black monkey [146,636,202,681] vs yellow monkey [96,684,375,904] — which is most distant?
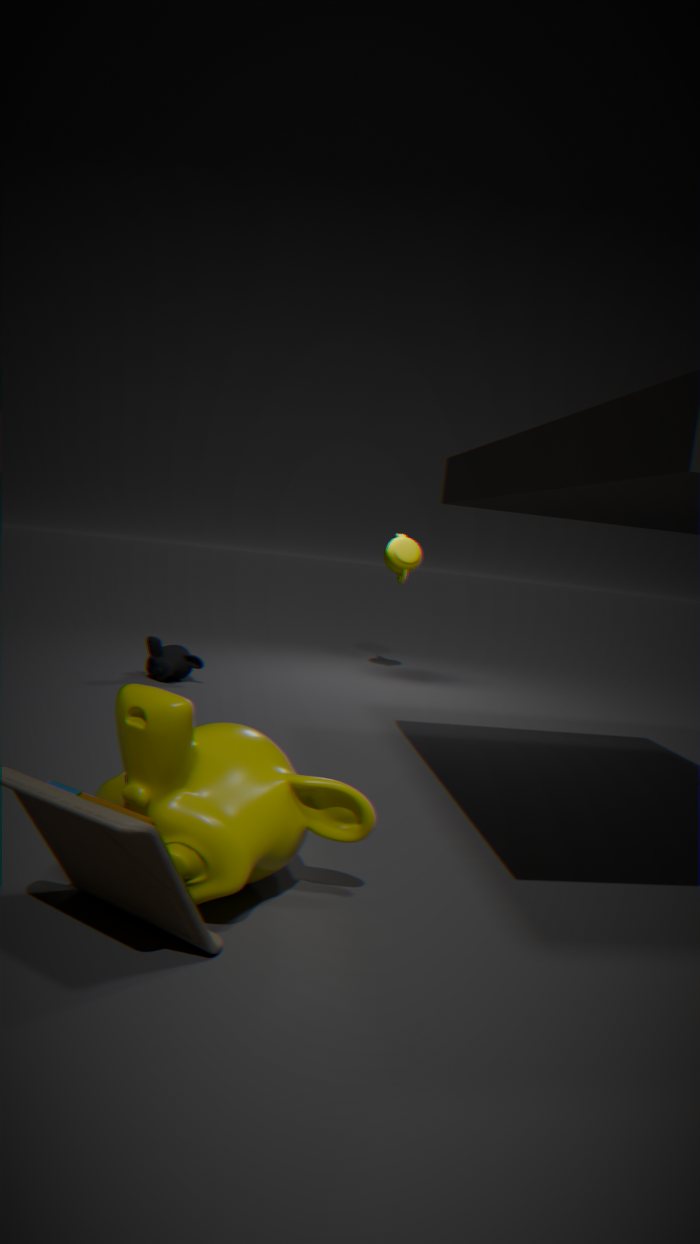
black monkey [146,636,202,681]
